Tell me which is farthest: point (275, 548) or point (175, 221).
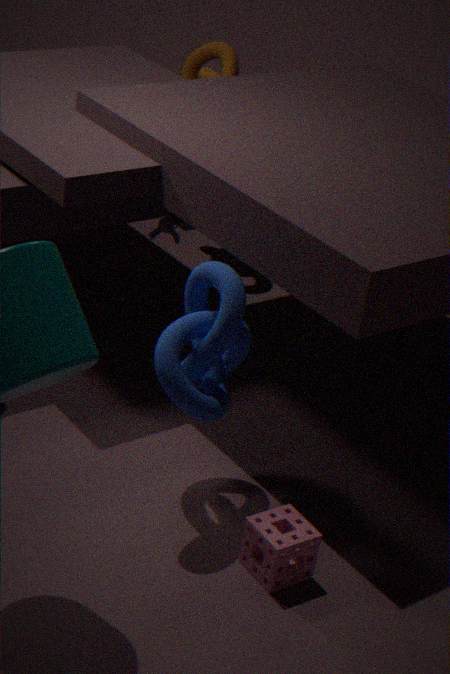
point (175, 221)
